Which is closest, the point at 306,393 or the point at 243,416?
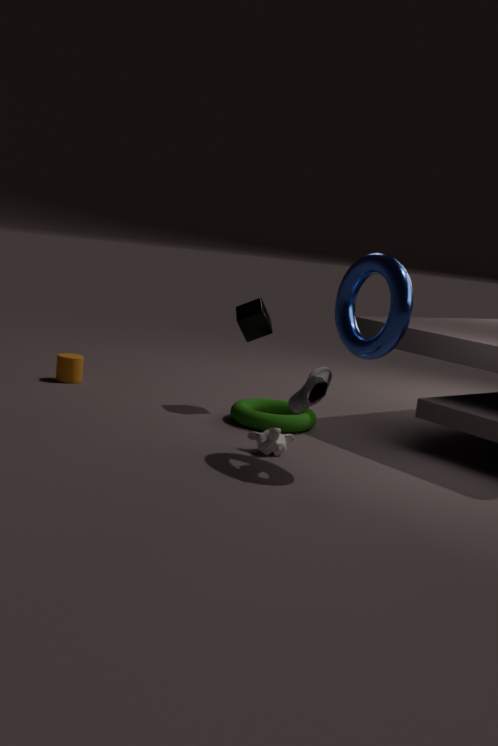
the point at 306,393
